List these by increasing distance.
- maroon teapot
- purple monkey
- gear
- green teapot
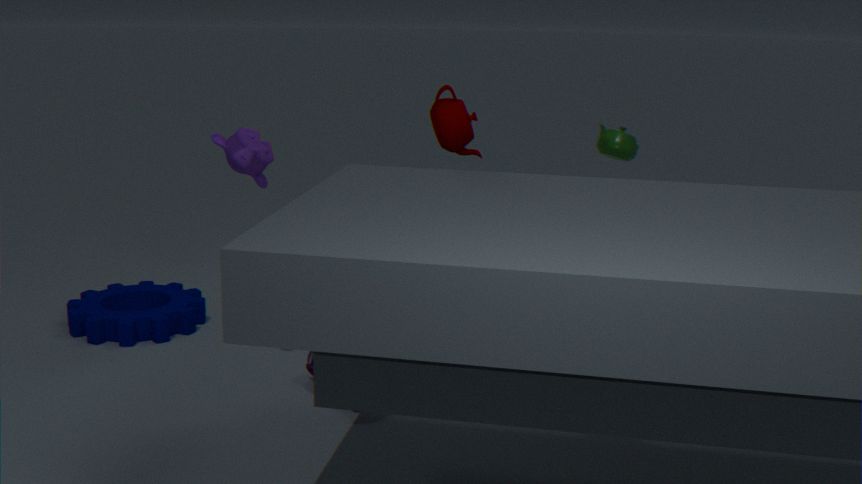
maroon teapot < purple monkey < gear < green teapot
